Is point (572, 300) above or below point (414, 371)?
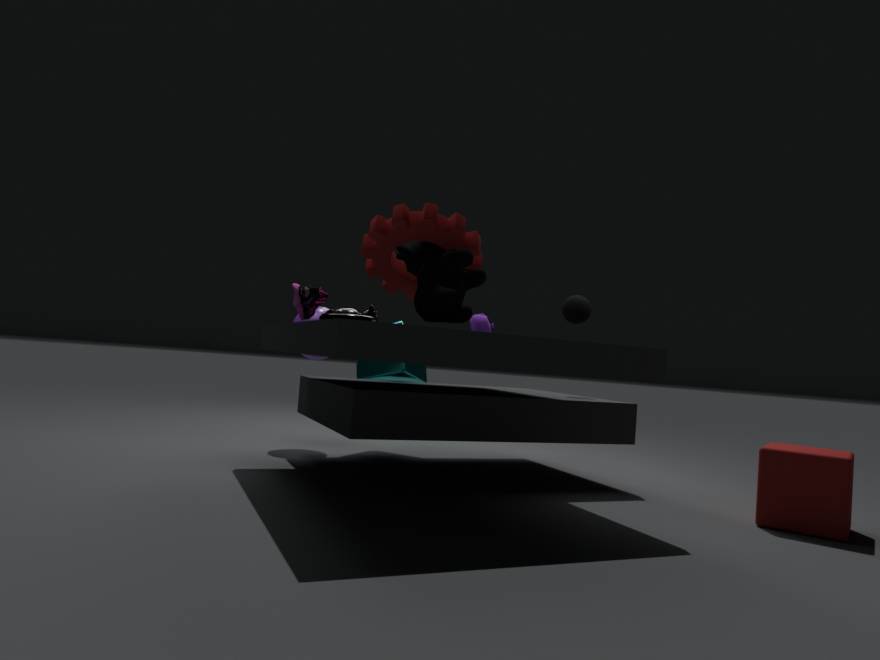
above
